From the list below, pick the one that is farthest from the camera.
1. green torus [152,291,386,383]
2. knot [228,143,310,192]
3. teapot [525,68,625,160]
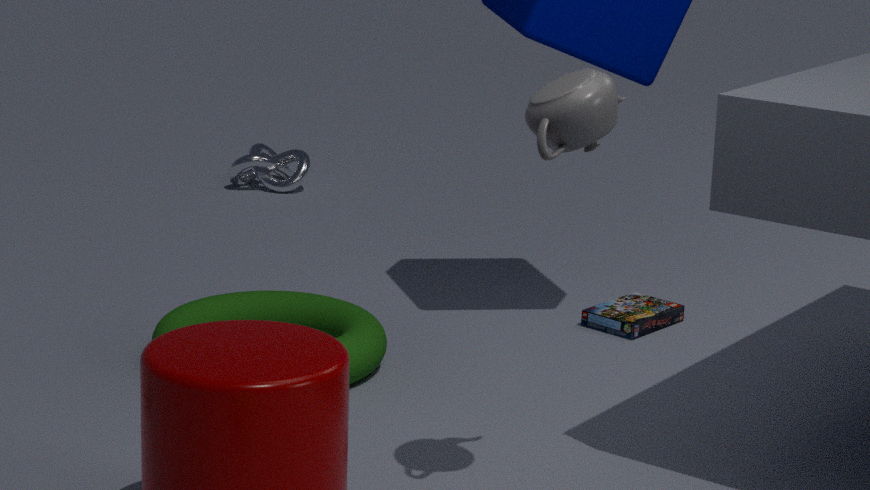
knot [228,143,310,192]
